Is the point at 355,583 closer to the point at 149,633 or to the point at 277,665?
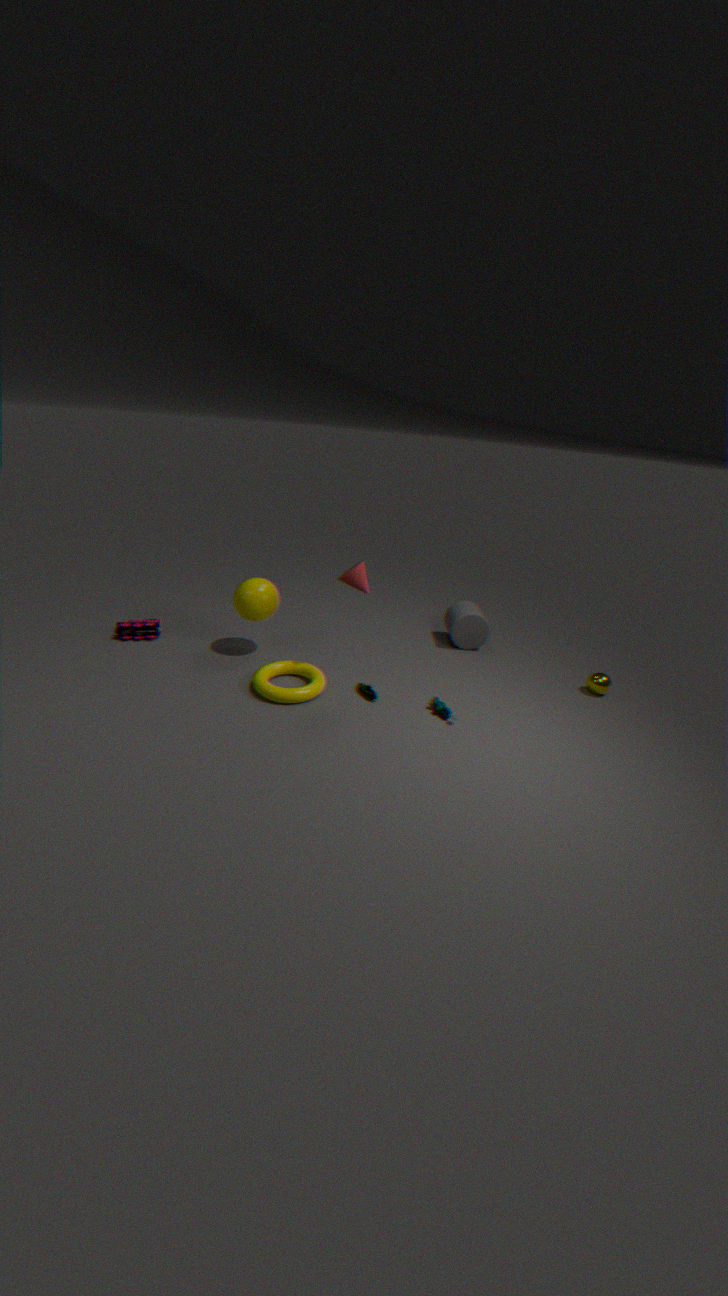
the point at 277,665
